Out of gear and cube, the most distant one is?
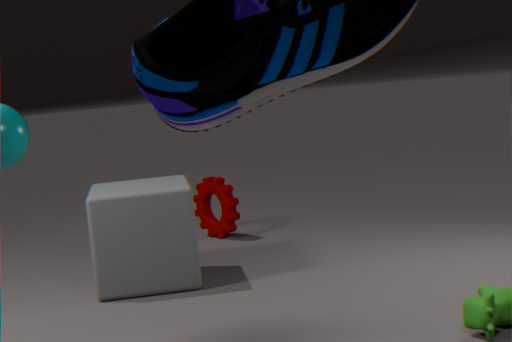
gear
